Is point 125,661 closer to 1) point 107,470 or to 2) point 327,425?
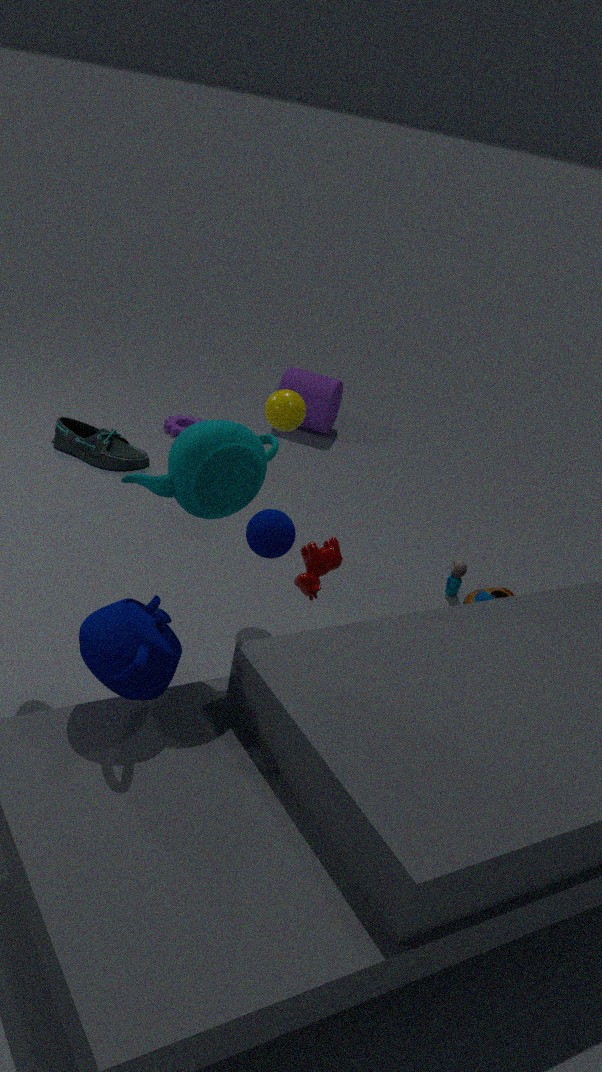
1) point 107,470
